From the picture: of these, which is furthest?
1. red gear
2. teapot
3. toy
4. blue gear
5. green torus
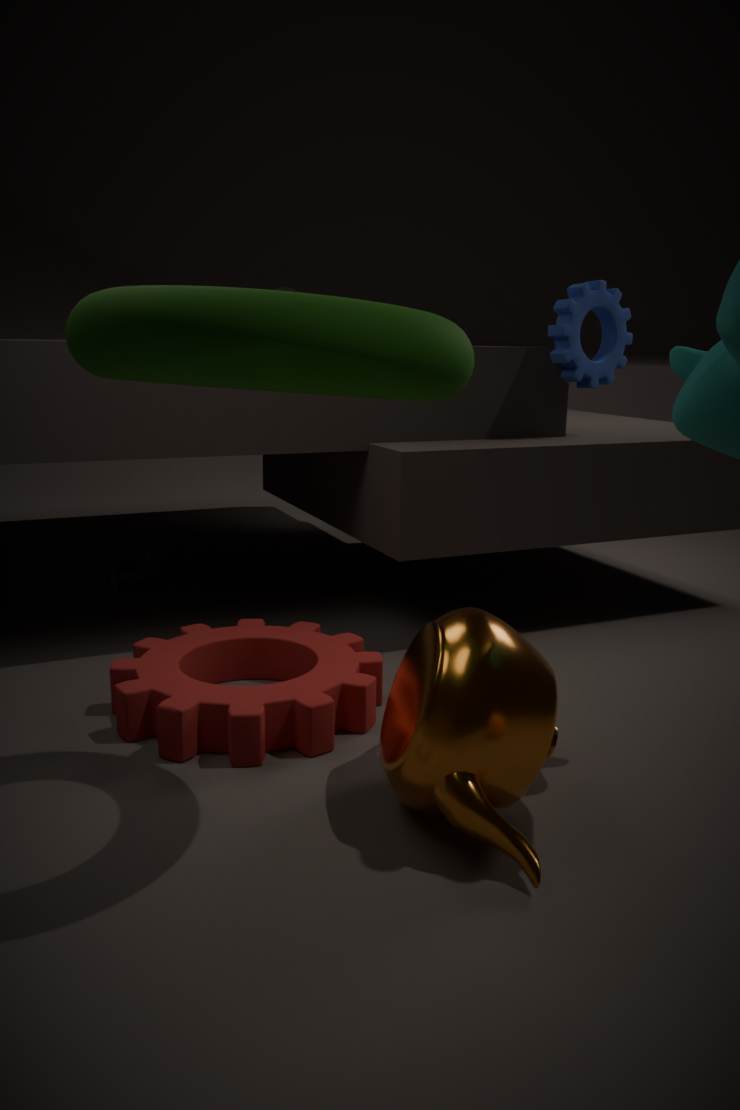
toy
